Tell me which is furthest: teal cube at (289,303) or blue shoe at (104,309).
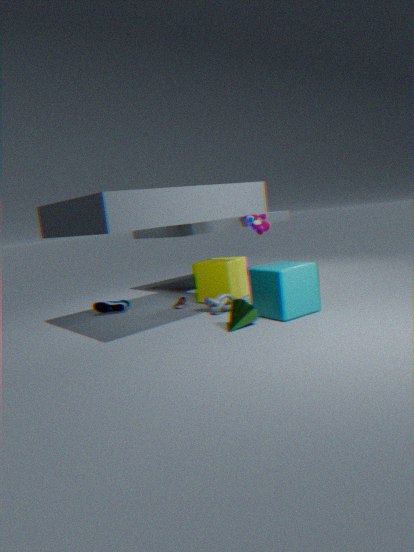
blue shoe at (104,309)
